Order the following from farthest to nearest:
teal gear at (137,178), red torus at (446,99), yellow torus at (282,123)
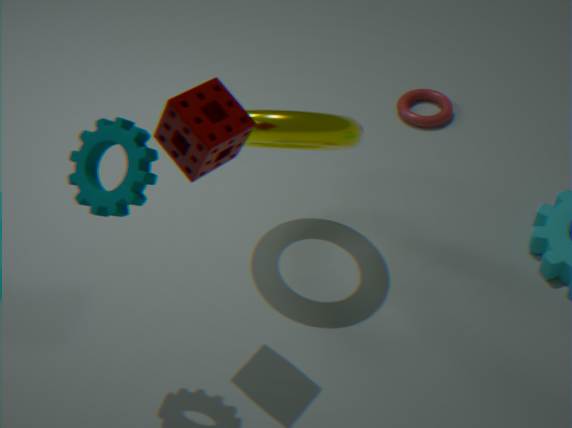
red torus at (446,99)
yellow torus at (282,123)
teal gear at (137,178)
